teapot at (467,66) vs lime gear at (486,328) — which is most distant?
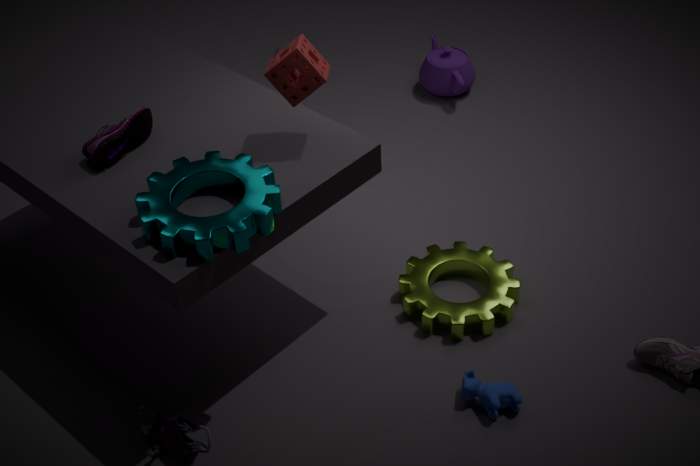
teapot at (467,66)
